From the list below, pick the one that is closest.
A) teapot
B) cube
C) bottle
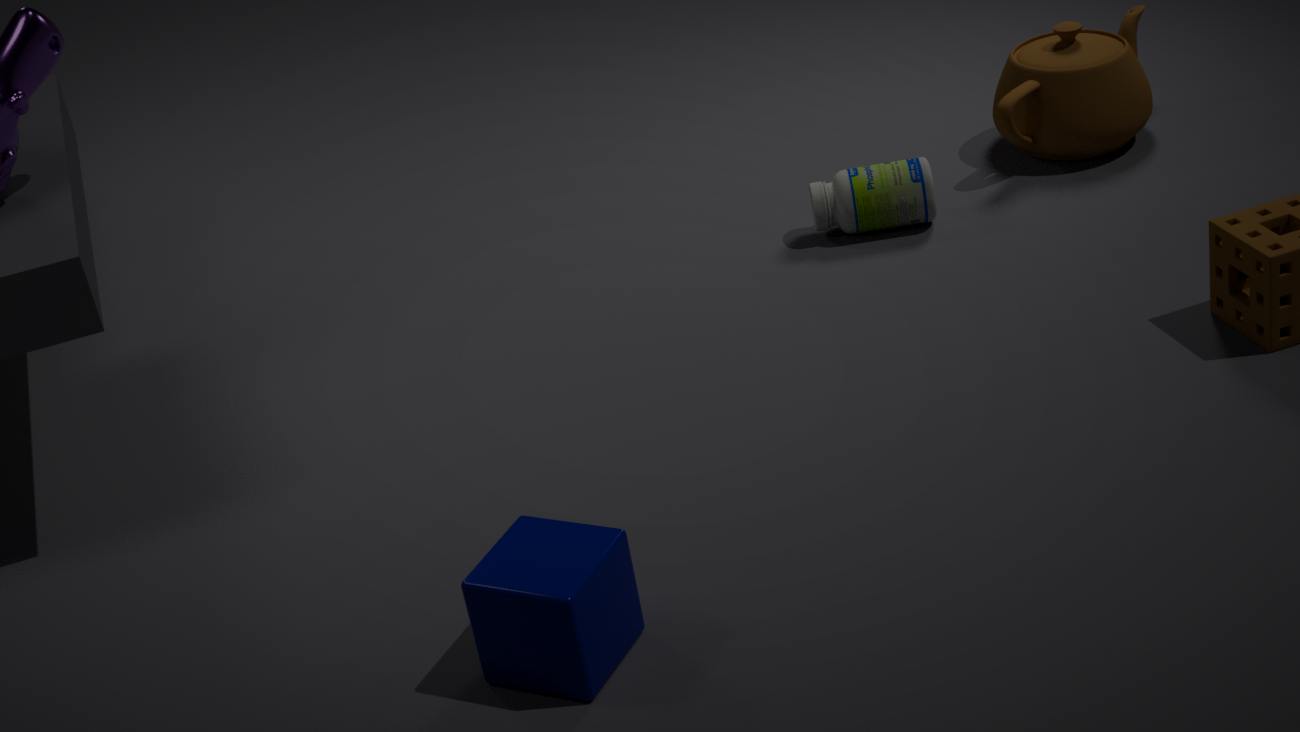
cube
